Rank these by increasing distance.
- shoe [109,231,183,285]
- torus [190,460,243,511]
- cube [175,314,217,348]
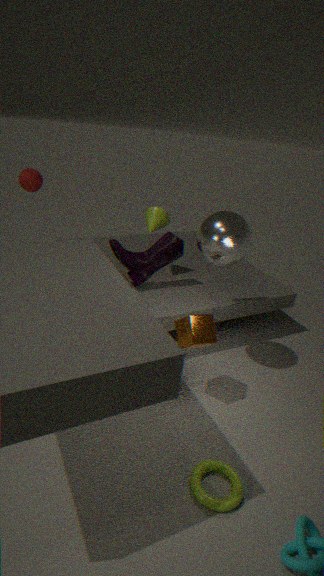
torus [190,460,243,511], cube [175,314,217,348], shoe [109,231,183,285]
